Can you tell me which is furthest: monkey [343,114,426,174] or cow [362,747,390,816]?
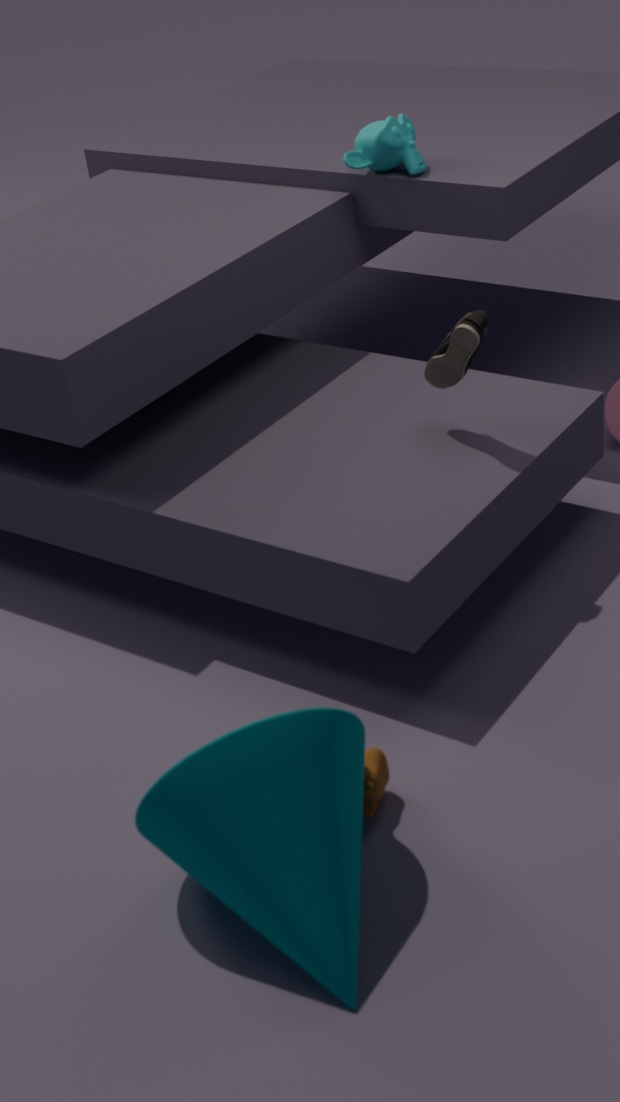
monkey [343,114,426,174]
